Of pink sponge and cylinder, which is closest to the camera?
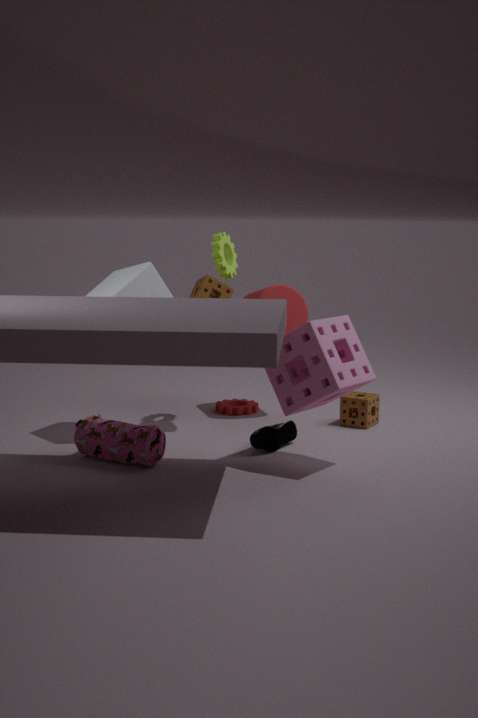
pink sponge
